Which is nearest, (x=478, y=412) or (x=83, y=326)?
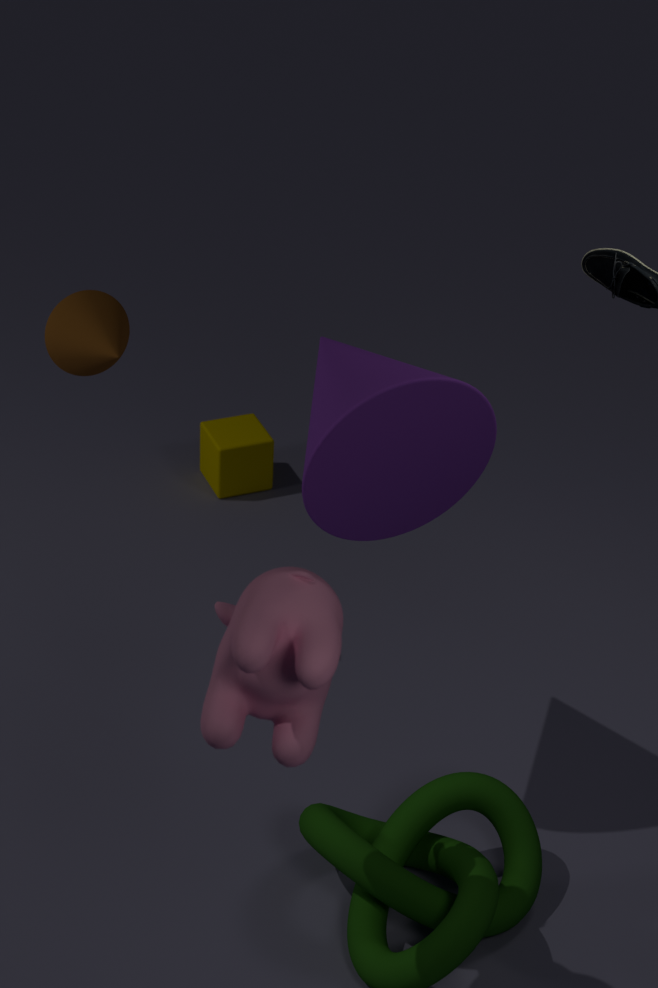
(x=478, y=412)
